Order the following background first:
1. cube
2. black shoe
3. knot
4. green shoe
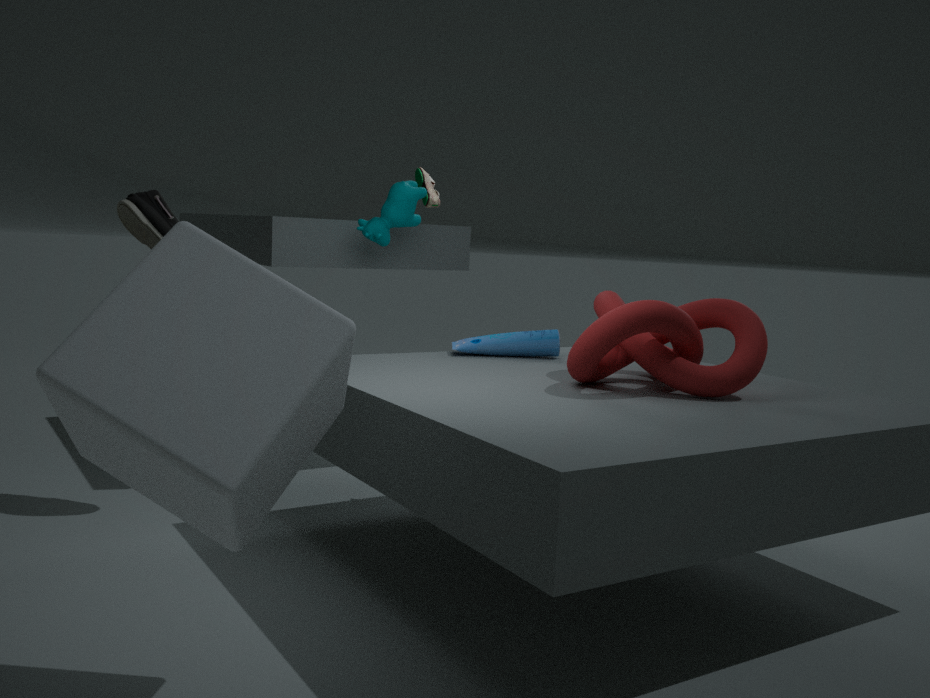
green shoe → black shoe → knot → cube
